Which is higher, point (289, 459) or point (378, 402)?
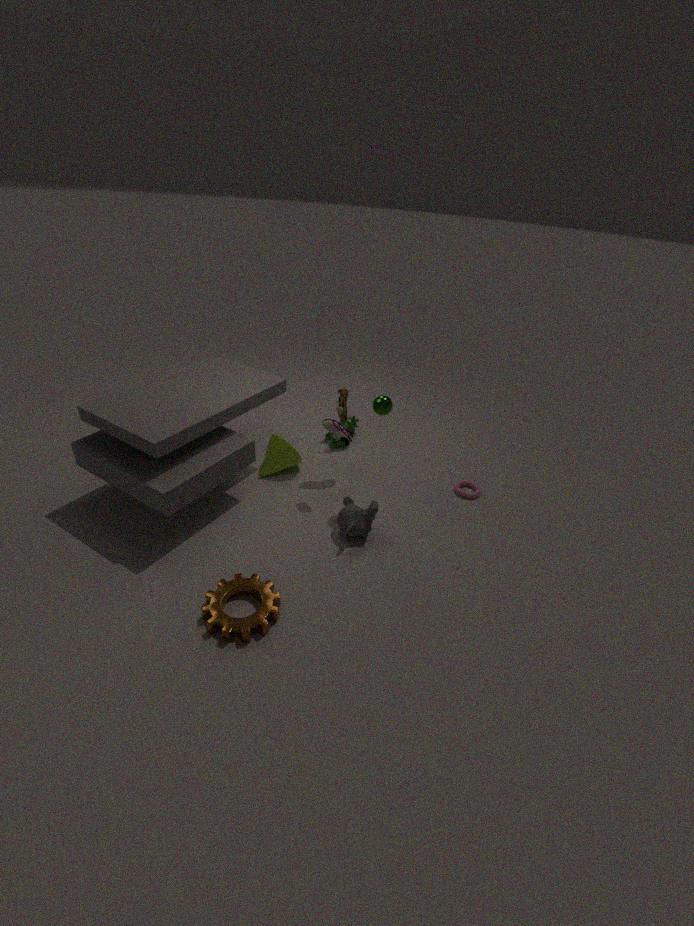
point (378, 402)
